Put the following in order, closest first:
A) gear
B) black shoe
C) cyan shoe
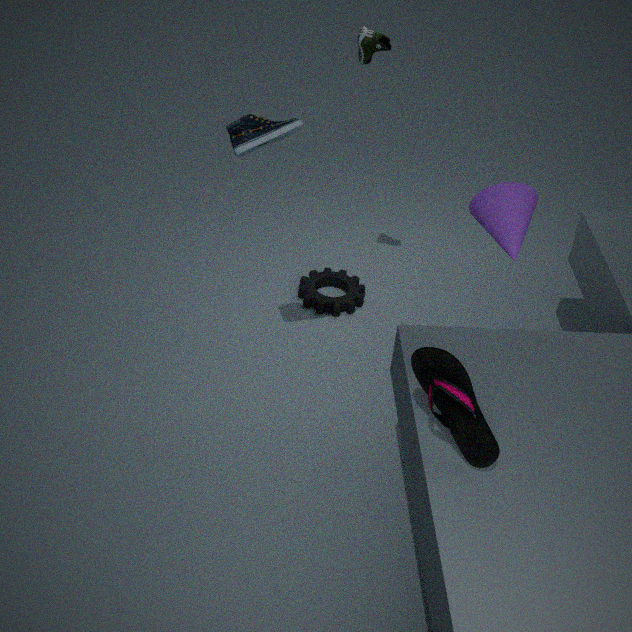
black shoe < cyan shoe < gear
